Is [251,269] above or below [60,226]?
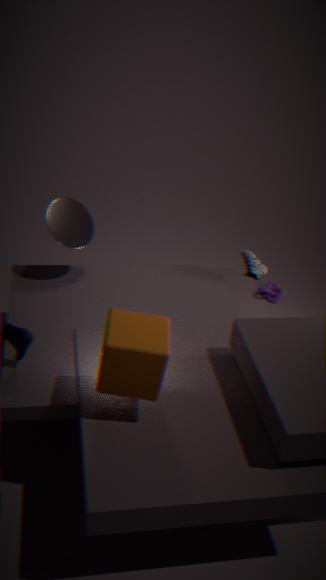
below
